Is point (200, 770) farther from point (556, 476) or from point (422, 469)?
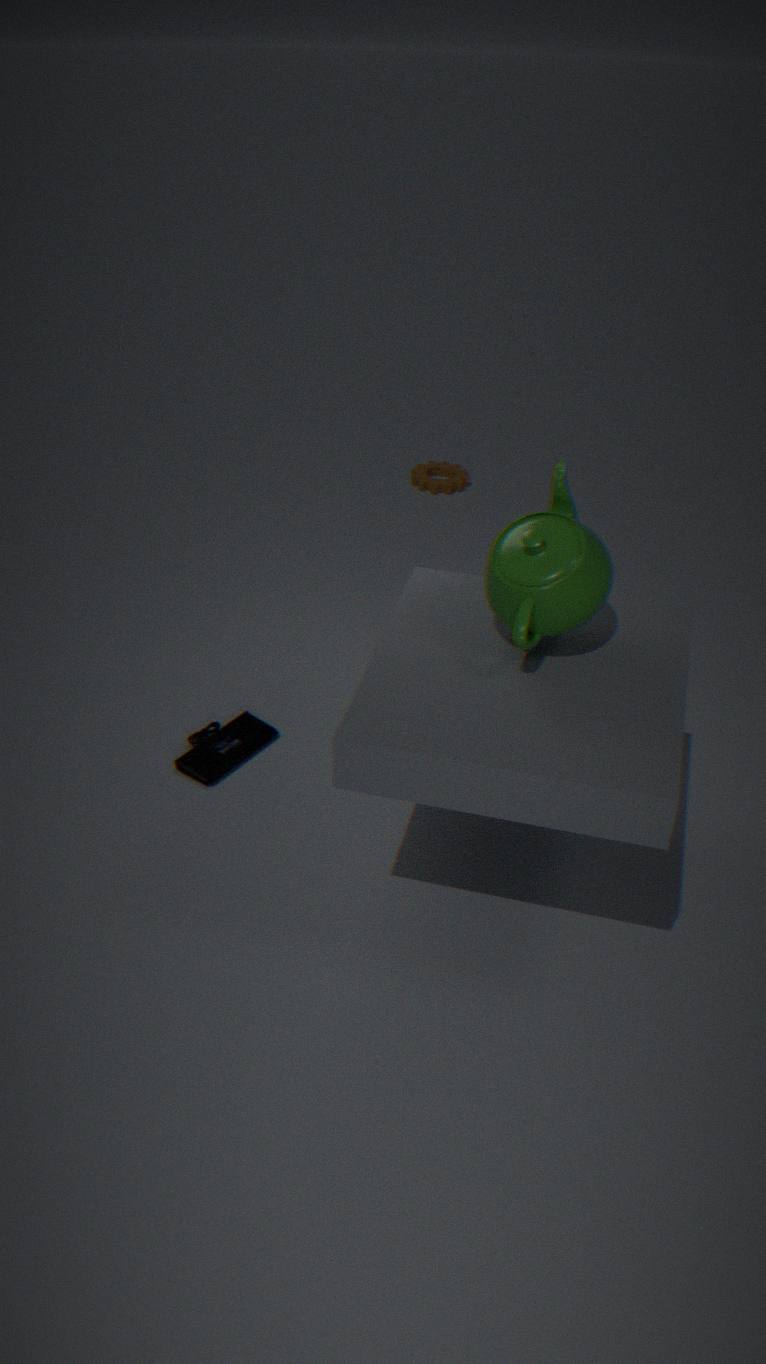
point (422, 469)
